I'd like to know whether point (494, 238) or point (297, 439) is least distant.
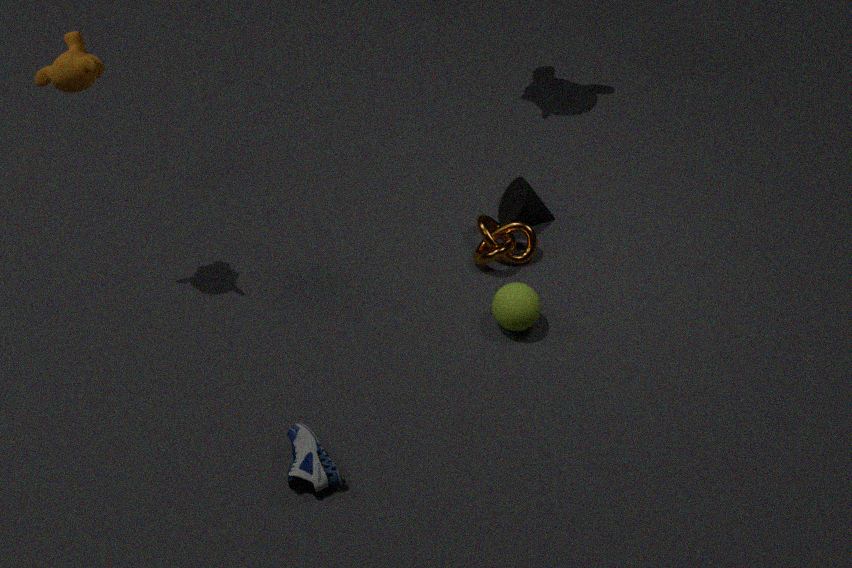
point (297, 439)
